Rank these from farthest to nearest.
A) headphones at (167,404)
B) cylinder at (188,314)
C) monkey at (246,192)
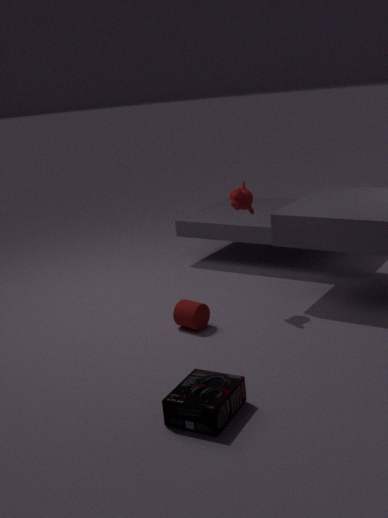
1. monkey at (246,192)
2. cylinder at (188,314)
3. headphones at (167,404)
